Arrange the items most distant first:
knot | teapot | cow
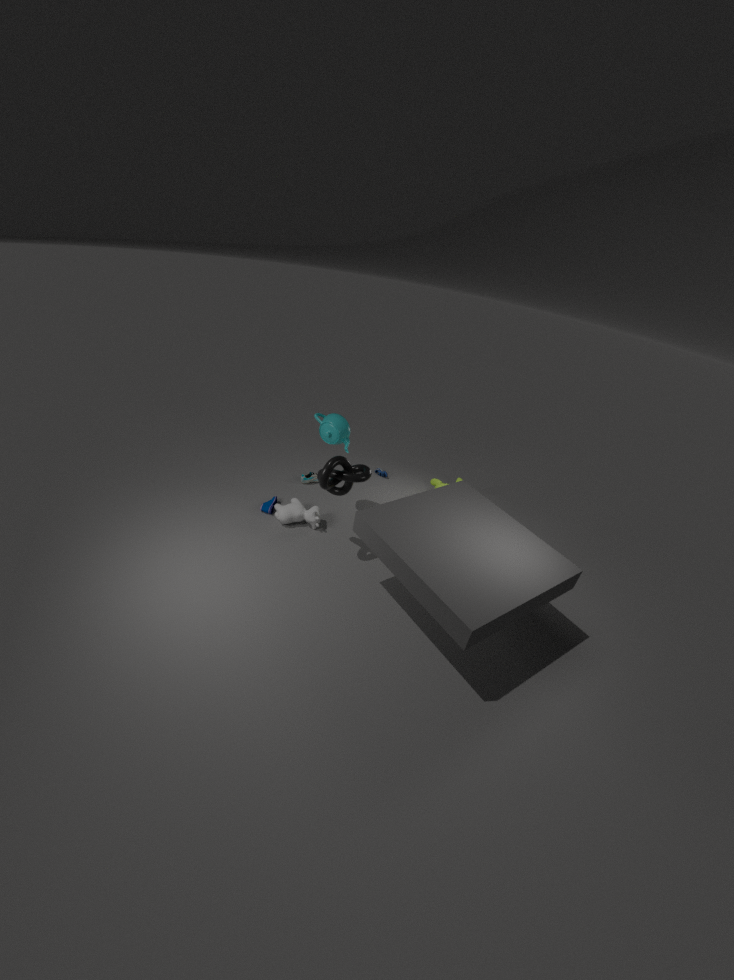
1. cow
2. teapot
3. knot
